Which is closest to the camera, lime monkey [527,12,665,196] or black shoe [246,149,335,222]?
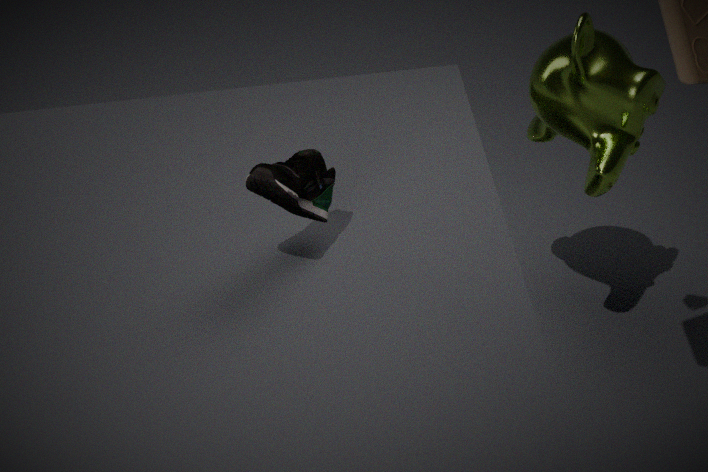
black shoe [246,149,335,222]
